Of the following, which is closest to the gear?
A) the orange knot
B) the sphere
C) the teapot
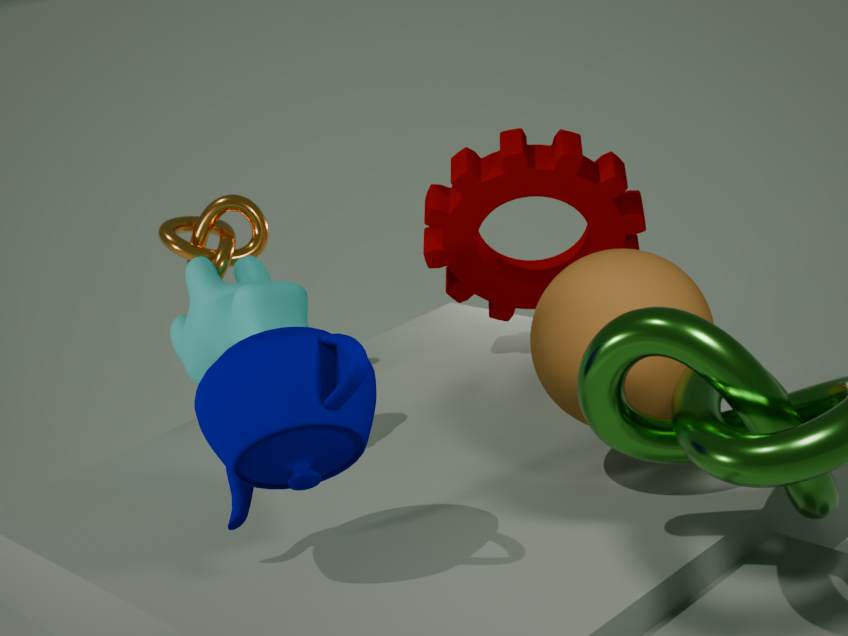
the orange knot
